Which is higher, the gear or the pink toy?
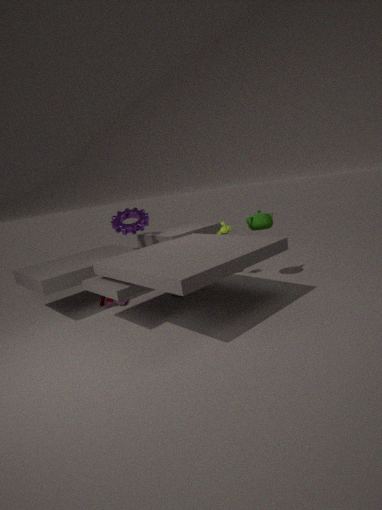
the gear
